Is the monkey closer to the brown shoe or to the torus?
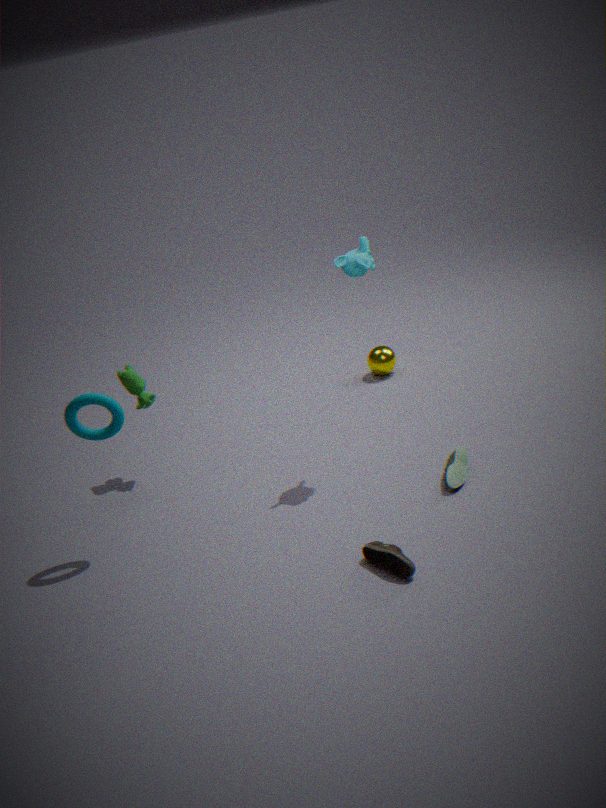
the torus
